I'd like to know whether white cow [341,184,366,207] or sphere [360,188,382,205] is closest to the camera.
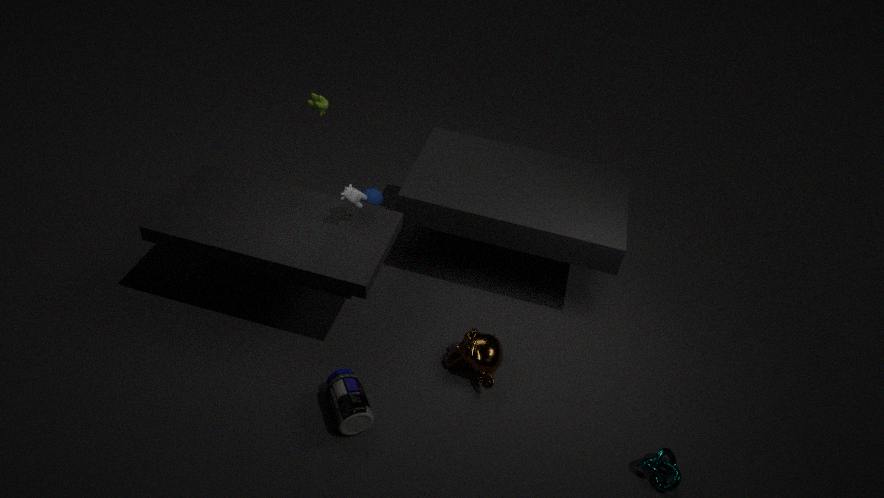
white cow [341,184,366,207]
